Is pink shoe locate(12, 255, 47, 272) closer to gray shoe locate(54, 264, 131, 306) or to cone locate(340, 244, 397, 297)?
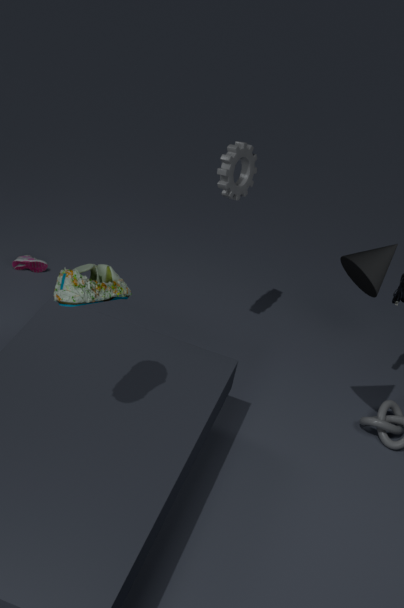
gray shoe locate(54, 264, 131, 306)
